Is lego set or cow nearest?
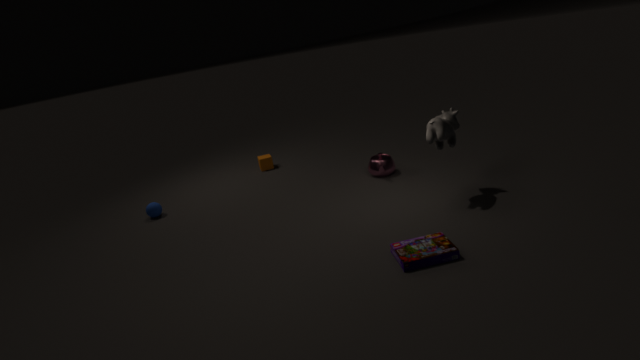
lego set
